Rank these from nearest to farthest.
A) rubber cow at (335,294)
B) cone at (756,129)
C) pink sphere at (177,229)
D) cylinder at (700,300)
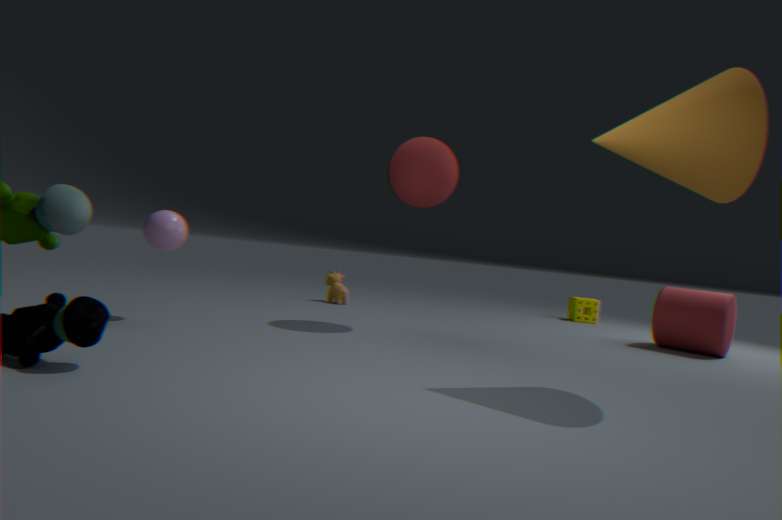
cone at (756,129), pink sphere at (177,229), cylinder at (700,300), rubber cow at (335,294)
